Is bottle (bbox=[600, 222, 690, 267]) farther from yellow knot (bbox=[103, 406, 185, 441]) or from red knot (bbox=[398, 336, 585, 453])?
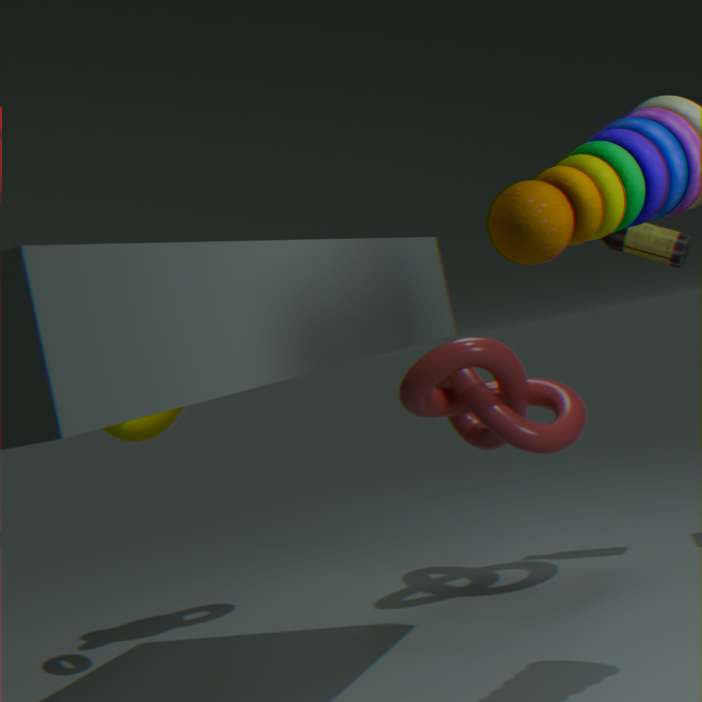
yellow knot (bbox=[103, 406, 185, 441])
